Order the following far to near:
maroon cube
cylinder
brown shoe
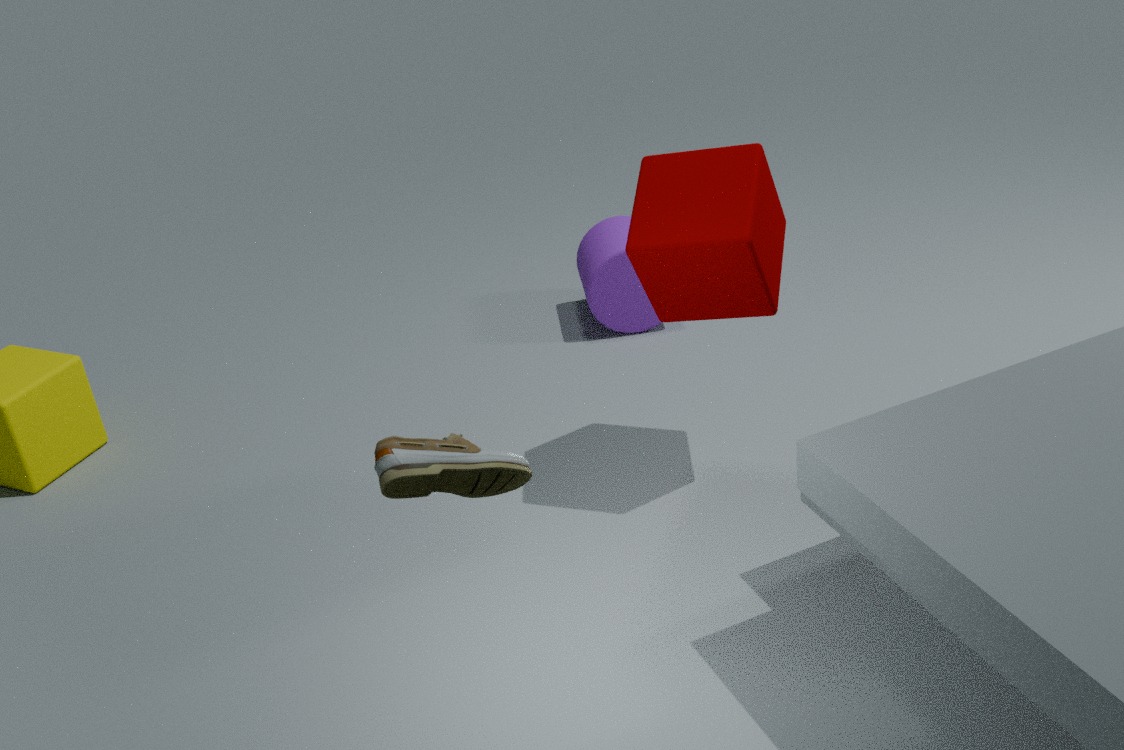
cylinder
maroon cube
brown shoe
